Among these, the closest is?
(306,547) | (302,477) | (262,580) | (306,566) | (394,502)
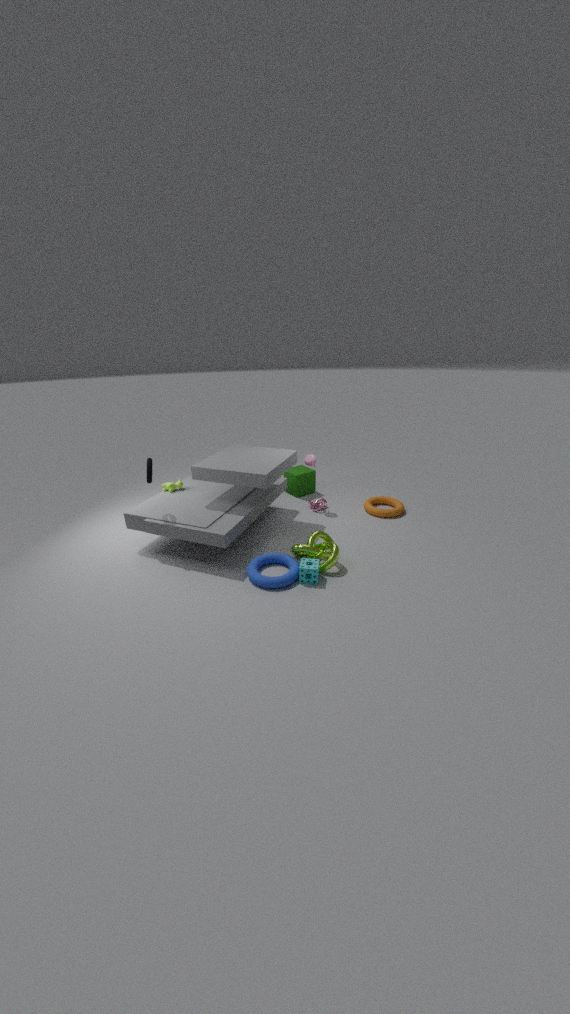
(262,580)
